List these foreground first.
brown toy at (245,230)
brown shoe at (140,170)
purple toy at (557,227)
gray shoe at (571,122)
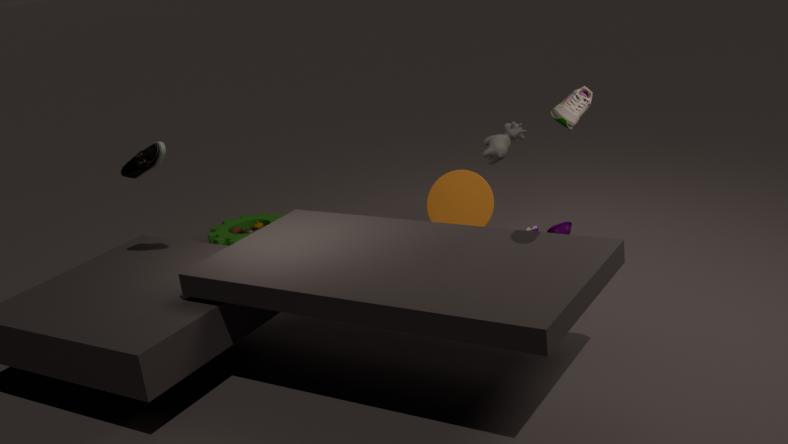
gray shoe at (571,122) < brown shoe at (140,170) < purple toy at (557,227) < brown toy at (245,230)
